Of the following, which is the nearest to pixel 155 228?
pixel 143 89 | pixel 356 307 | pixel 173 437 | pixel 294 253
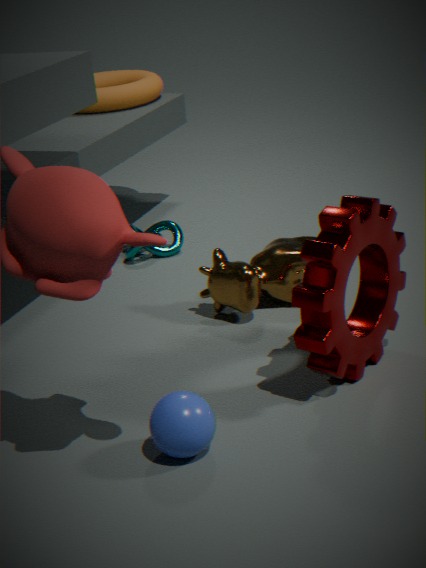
pixel 294 253
